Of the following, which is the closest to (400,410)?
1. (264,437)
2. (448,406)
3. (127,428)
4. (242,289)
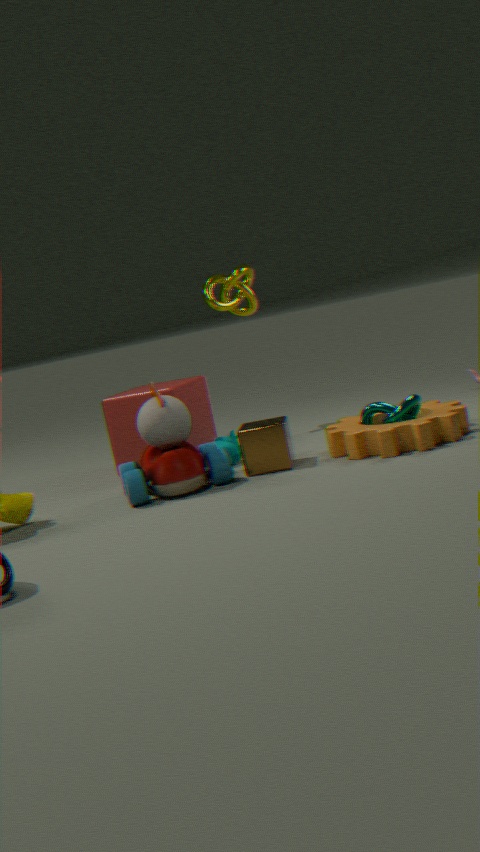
(448,406)
